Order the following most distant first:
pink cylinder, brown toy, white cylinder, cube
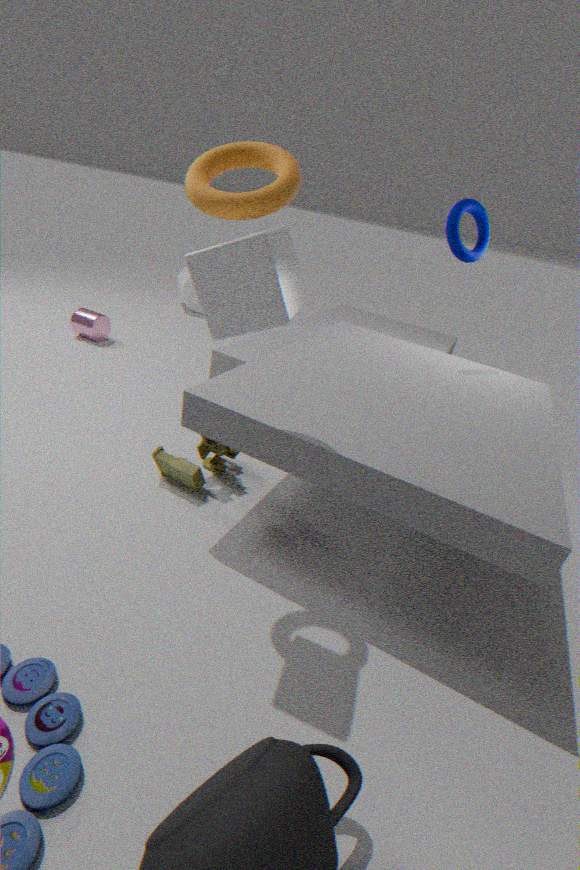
white cylinder < pink cylinder < brown toy < cube
